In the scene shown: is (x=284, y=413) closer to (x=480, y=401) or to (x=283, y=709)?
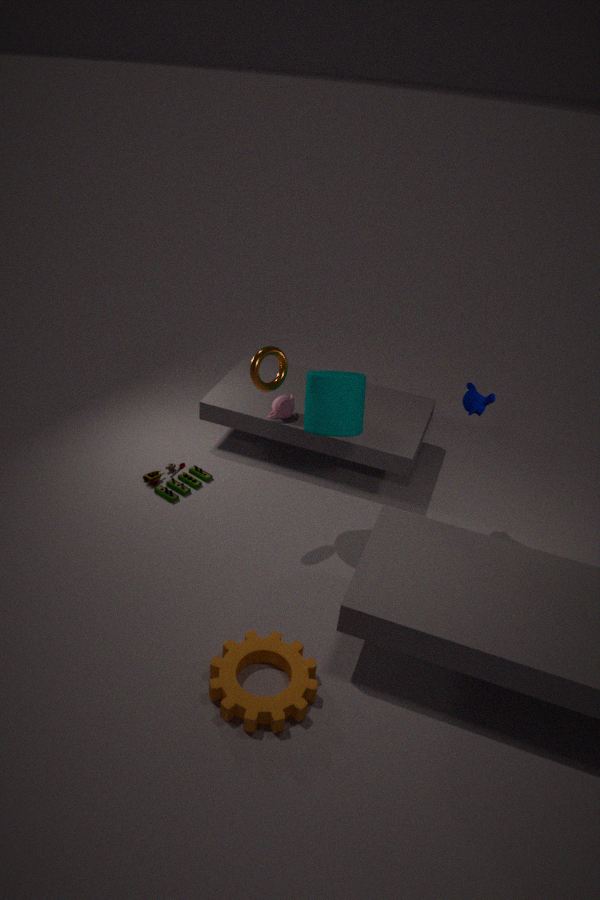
(x=480, y=401)
